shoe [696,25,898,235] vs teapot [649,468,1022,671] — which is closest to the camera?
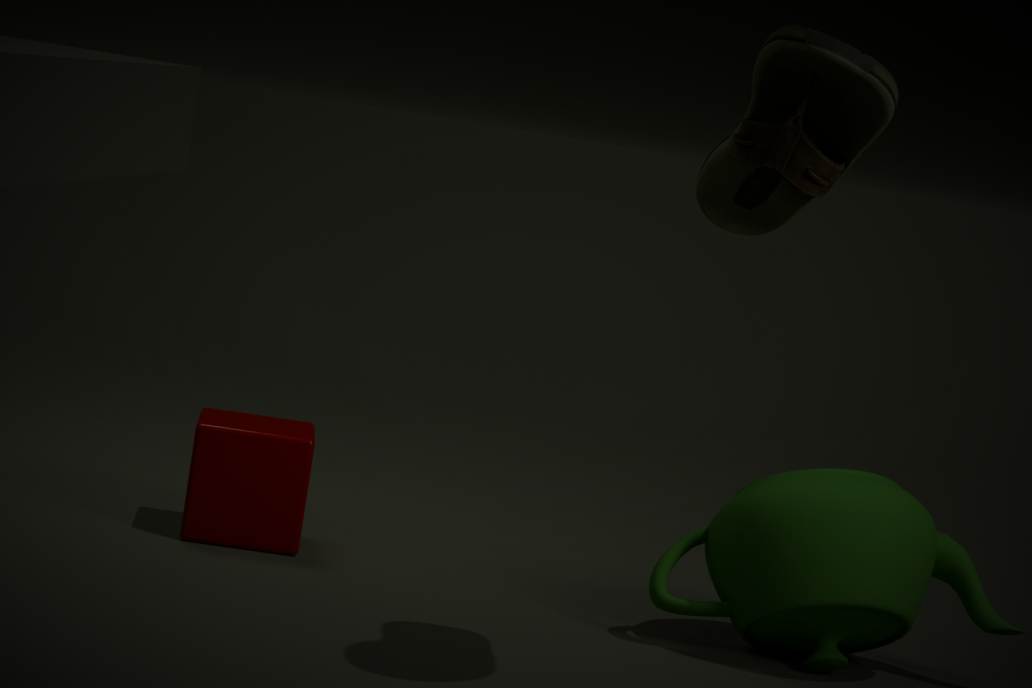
shoe [696,25,898,235]
